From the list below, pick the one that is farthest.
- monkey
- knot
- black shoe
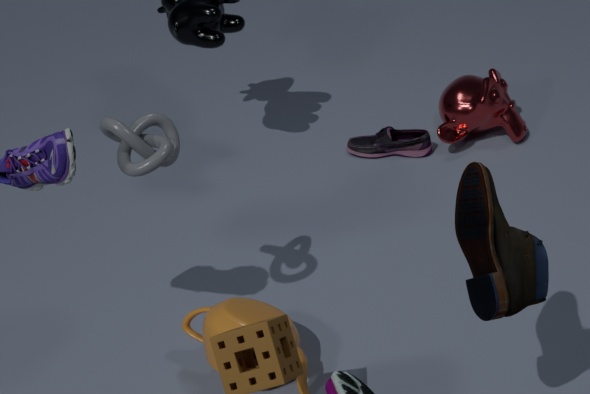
monkey
